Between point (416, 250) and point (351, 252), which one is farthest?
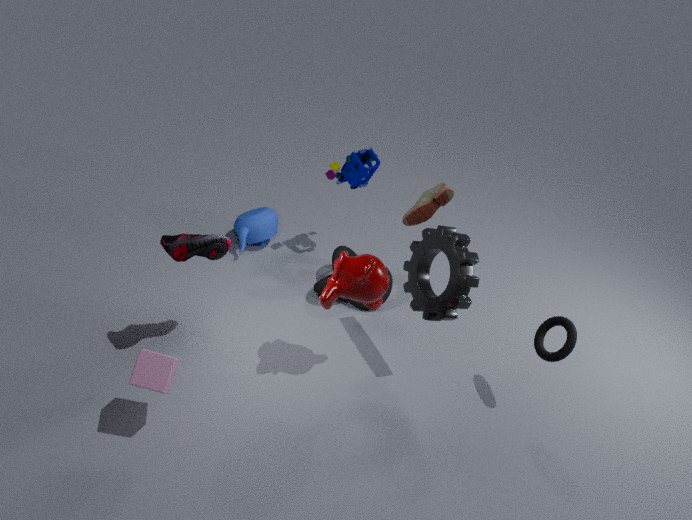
point (351, 252)
